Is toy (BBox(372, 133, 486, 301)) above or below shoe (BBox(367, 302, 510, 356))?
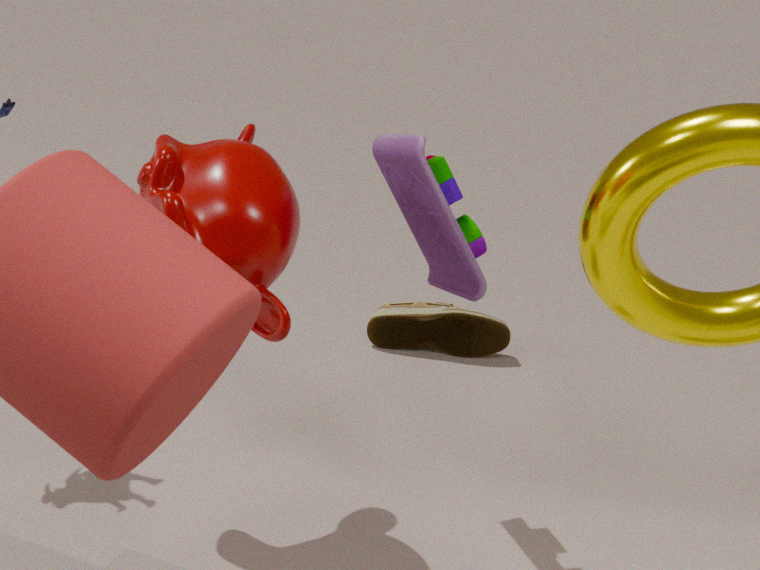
above
